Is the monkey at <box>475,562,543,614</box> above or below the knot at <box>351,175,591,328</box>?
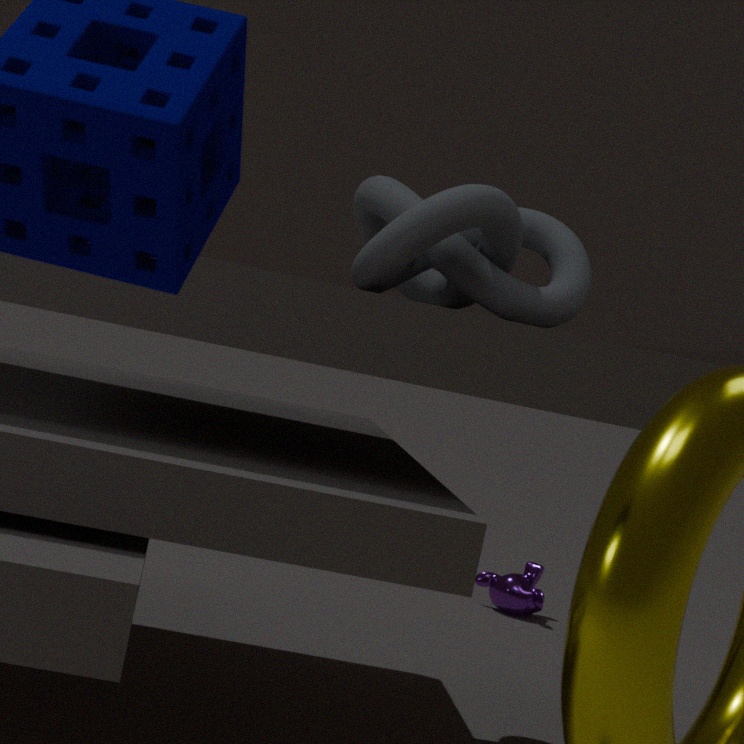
below
